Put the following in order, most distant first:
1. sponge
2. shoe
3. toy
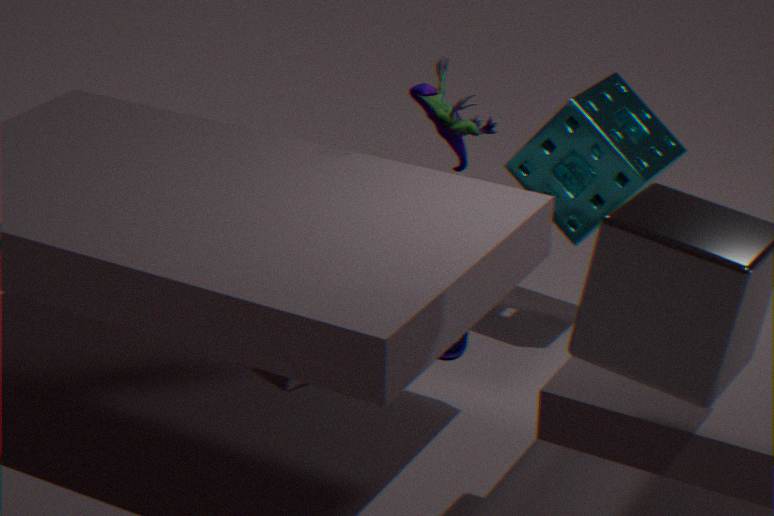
shoe → sponge → toy
